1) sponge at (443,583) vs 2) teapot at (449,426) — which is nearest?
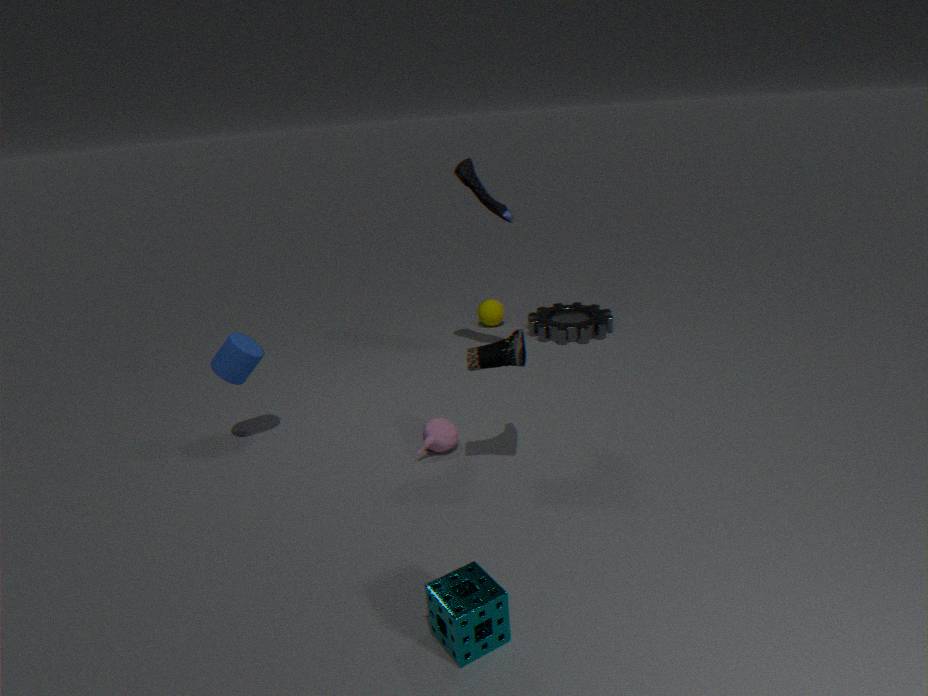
1. sponge at (443,583)
